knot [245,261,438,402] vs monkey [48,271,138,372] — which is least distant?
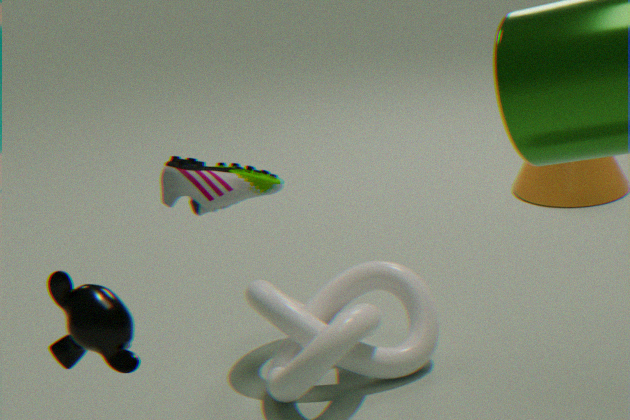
monkey [48,271,138,372]
